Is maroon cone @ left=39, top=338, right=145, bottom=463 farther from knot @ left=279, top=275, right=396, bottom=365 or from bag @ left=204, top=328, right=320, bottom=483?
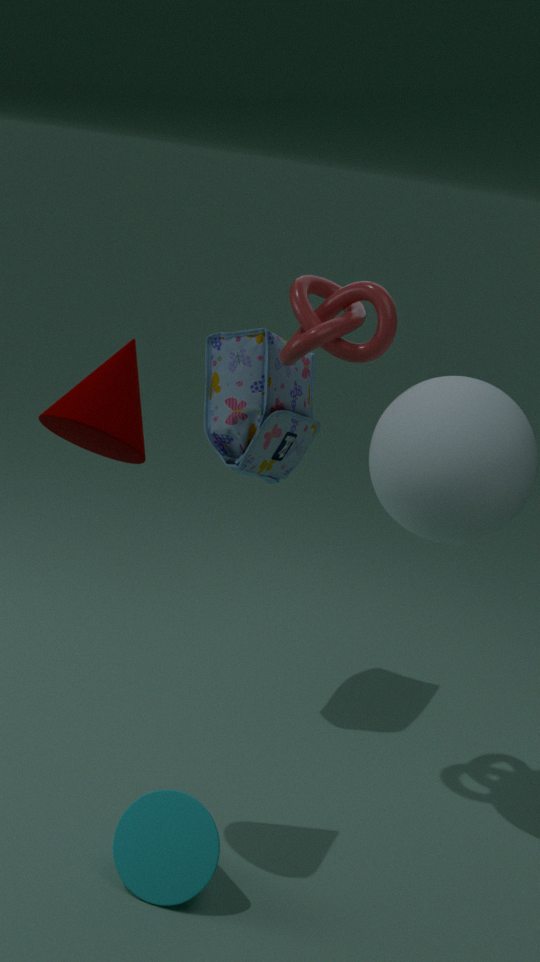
bag @ left=204, top=328, right=320, bottom=483
